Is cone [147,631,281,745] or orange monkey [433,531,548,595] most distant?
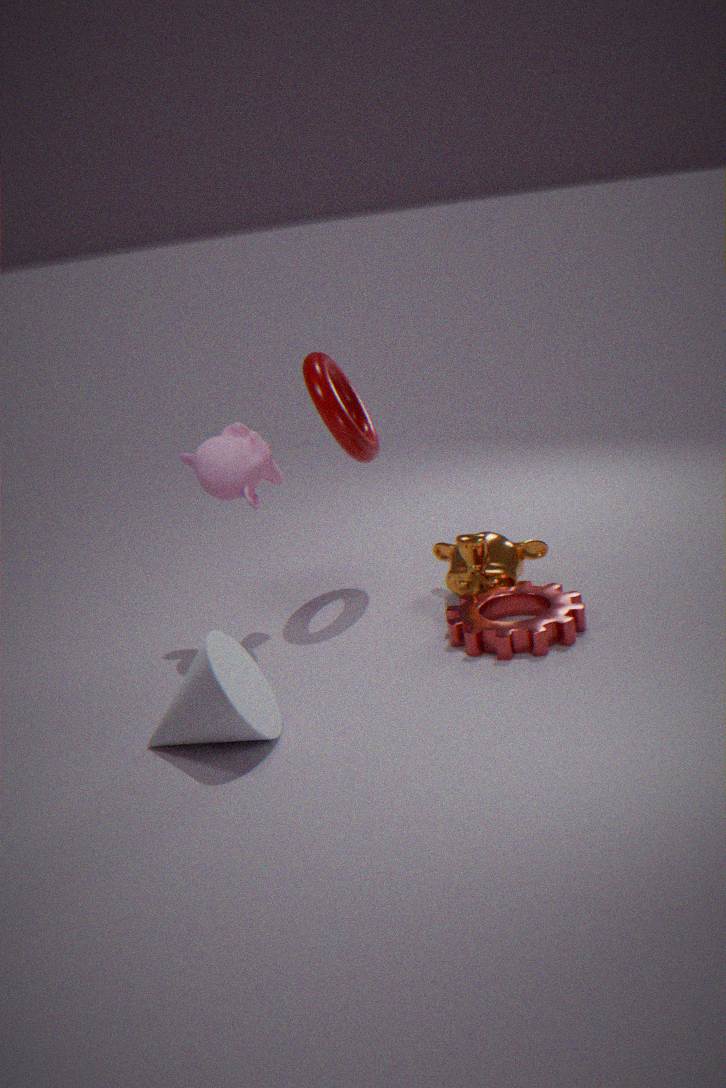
orange monkey [433,531,548,595]
